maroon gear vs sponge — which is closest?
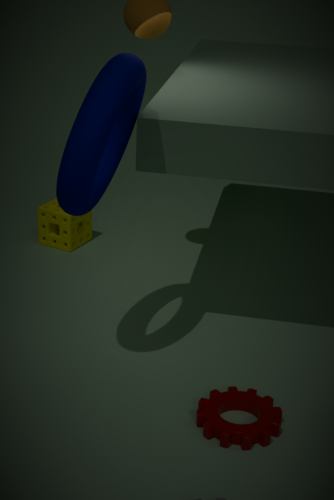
maroon gear
